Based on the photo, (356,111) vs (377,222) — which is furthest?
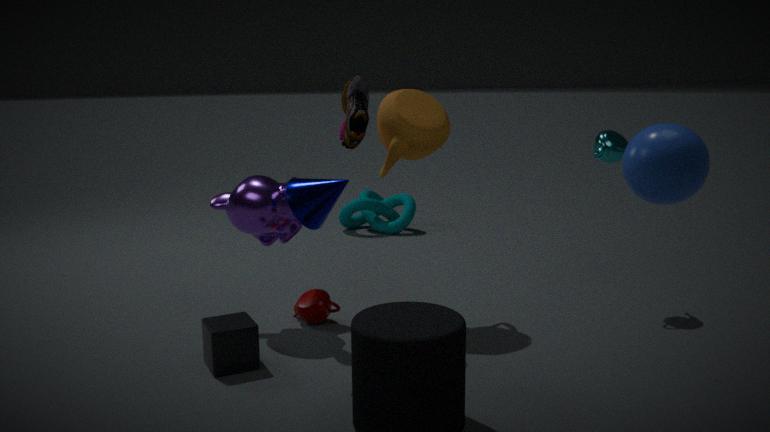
(377,222)
